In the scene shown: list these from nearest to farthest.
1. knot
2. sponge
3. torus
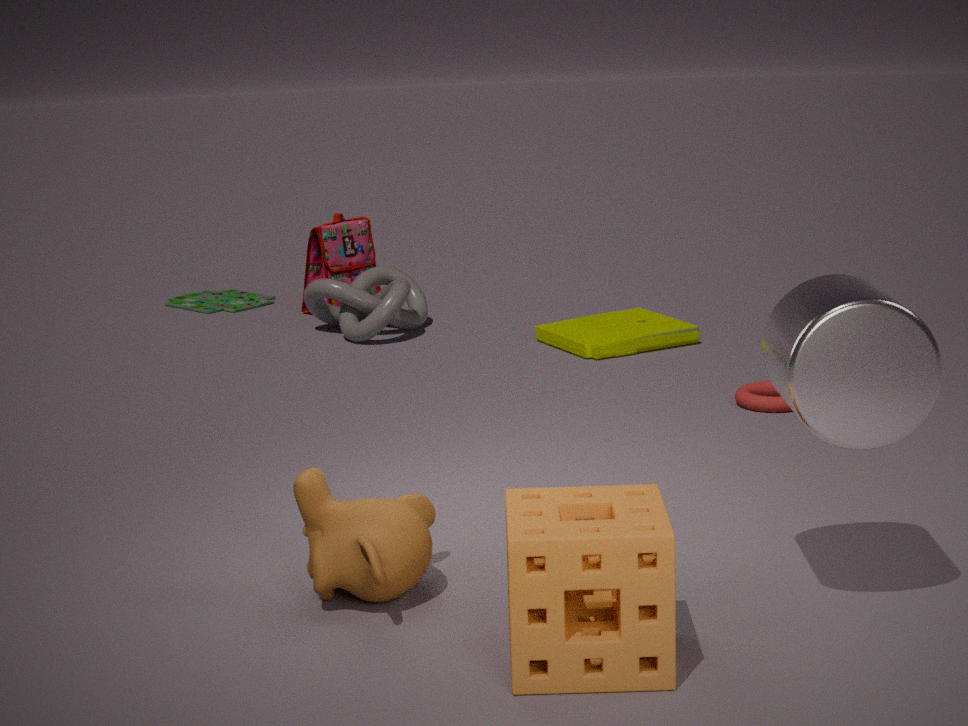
sponge, torus, knot
